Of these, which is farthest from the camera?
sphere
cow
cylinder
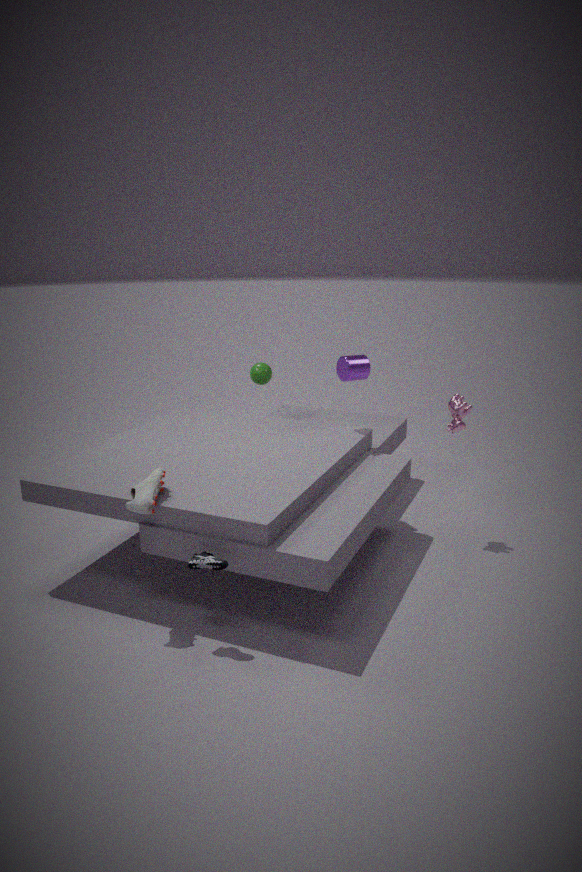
sphere
